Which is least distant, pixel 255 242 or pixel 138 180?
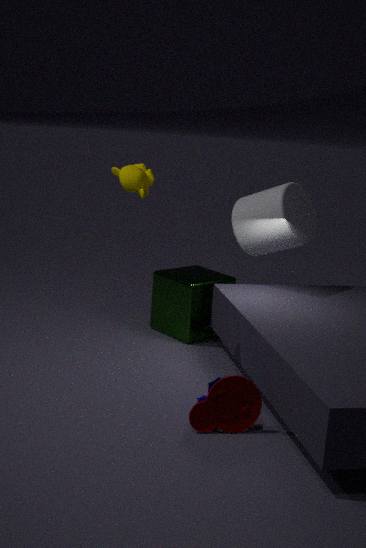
pixel 138 180
